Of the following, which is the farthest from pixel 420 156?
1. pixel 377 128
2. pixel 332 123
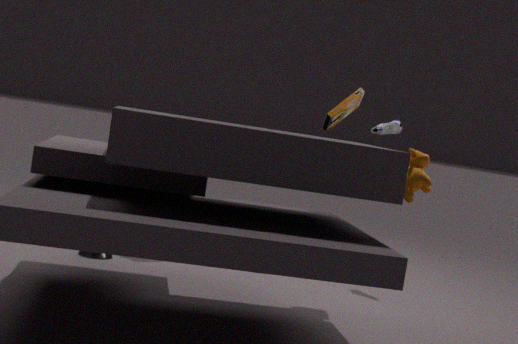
pixel 377 128
